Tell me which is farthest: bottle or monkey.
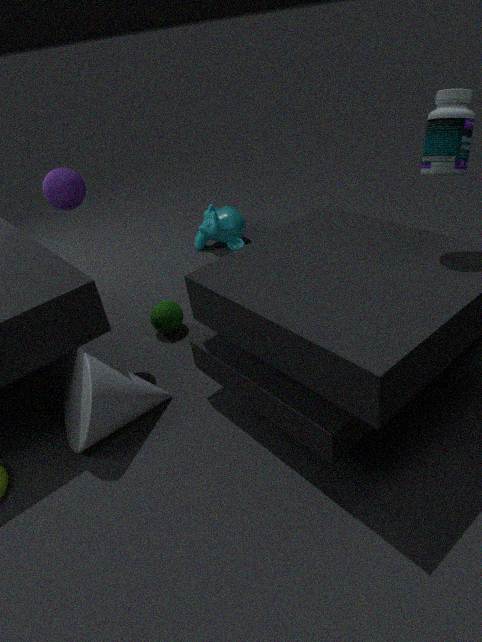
monkey
